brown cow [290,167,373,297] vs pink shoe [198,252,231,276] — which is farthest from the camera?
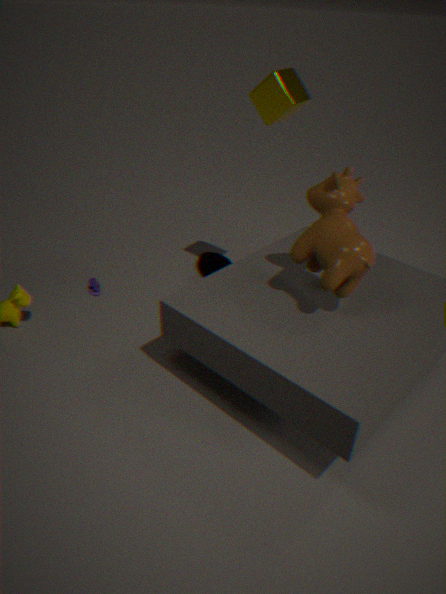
pink shoe [198,252,231,276]
